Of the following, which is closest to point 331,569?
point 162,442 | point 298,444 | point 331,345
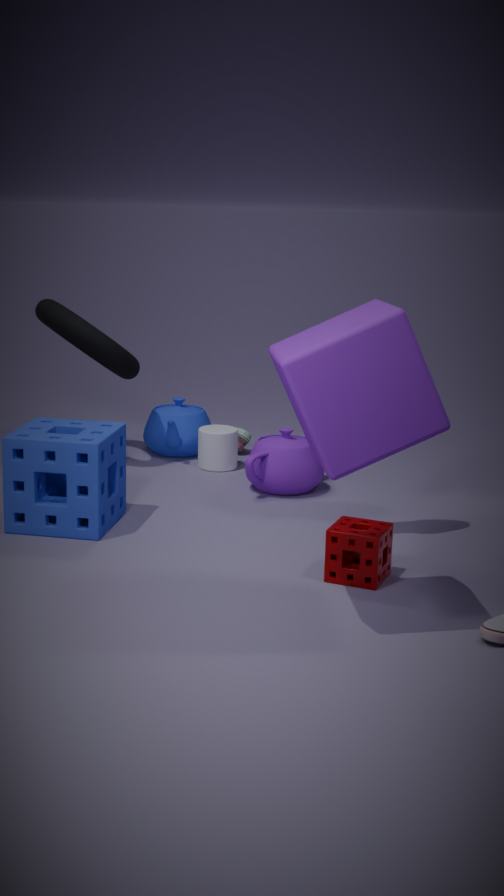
point 331,345
